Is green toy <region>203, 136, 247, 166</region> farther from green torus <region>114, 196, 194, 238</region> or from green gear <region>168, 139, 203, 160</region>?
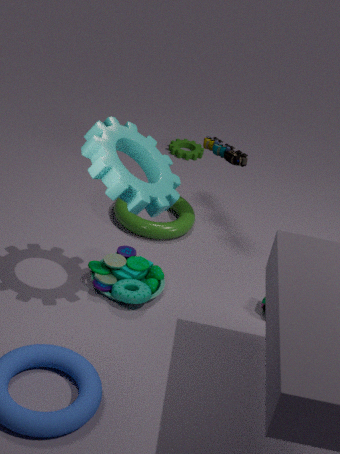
green gear <region>168, 139, 203, 160</region>
